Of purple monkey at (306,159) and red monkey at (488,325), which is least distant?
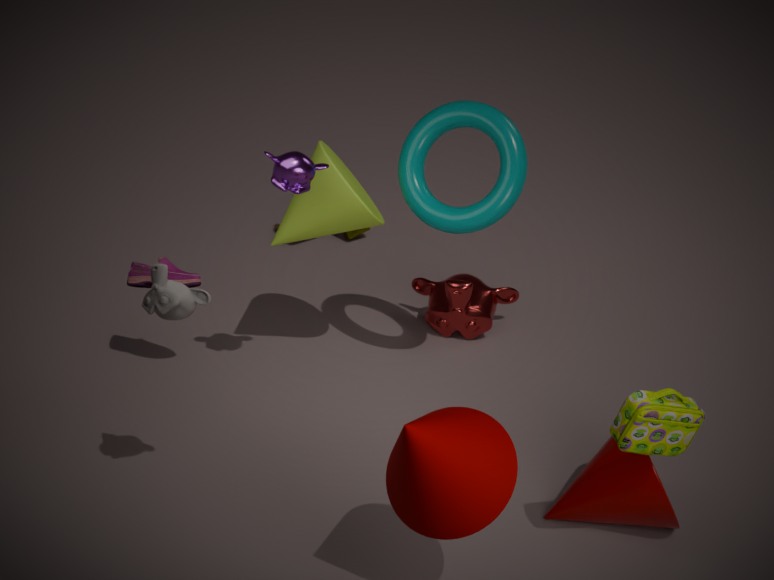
purple monkey at (306,159)
